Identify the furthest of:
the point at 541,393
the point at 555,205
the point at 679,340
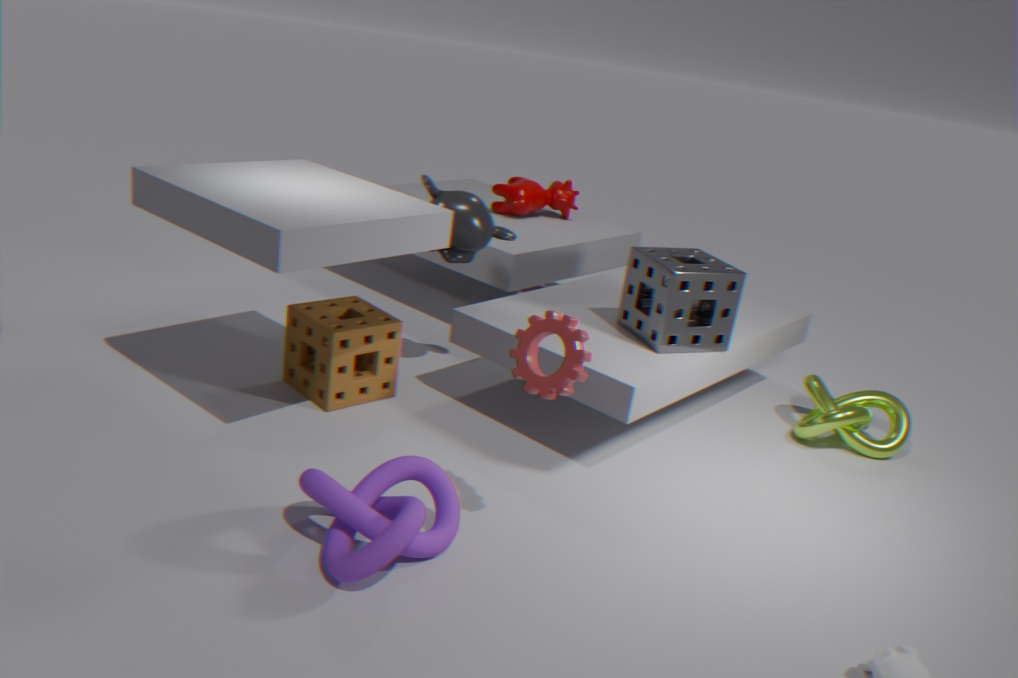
the point at 555,205
